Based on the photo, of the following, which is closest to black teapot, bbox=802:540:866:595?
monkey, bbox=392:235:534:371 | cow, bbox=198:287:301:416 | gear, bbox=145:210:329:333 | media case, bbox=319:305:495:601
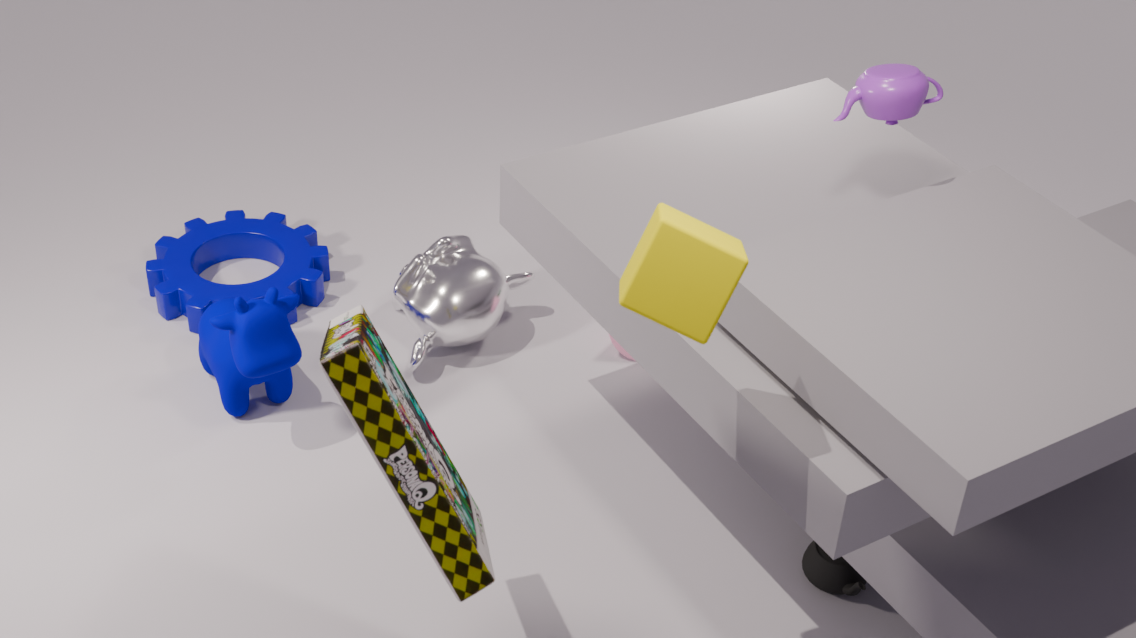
media case, bbox=319:305:495:601
